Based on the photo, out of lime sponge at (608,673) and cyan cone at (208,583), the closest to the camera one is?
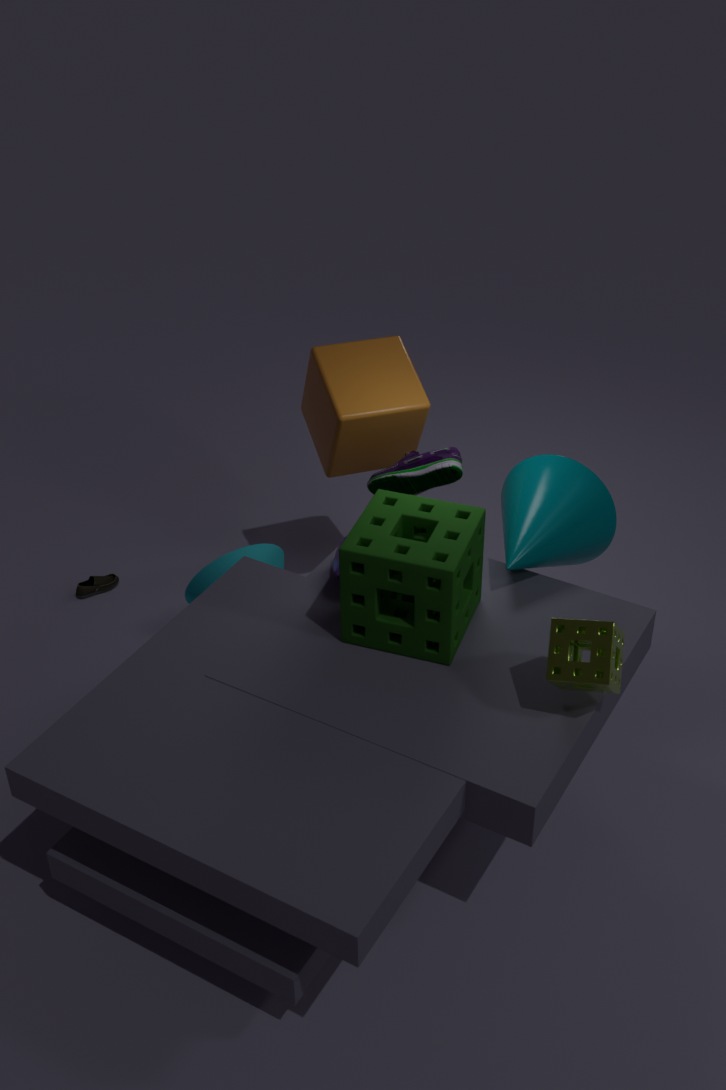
lime sponge at (608,673)
